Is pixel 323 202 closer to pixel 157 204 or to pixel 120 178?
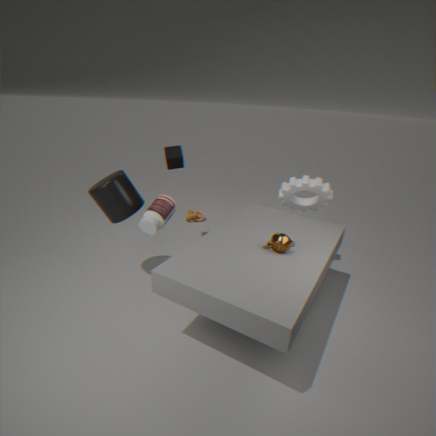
pixel 157 204
